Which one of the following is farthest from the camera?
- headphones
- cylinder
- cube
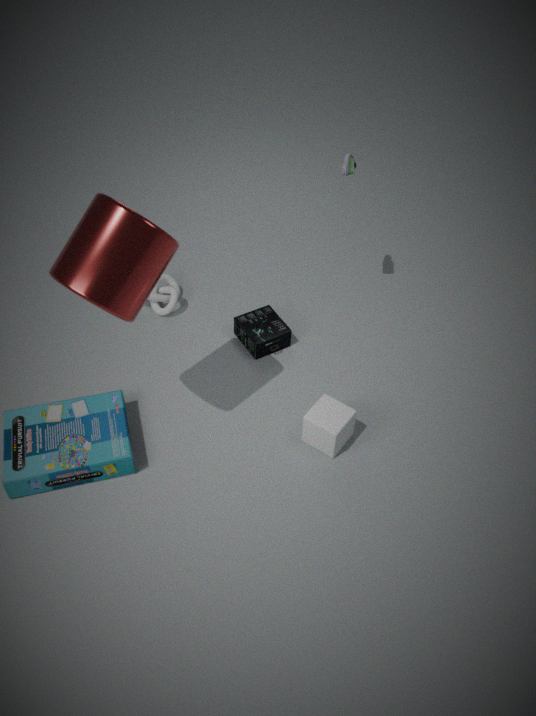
headphones
